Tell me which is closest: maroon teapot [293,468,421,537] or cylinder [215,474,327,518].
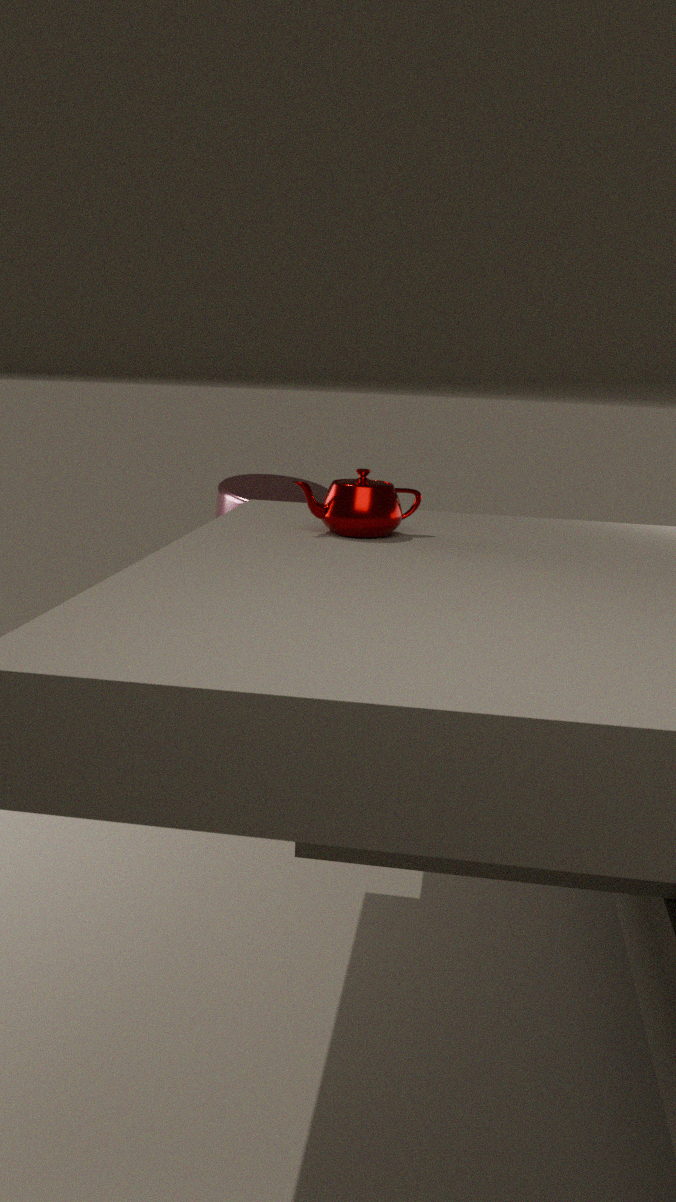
maroon teapot [293,468,421,537]
